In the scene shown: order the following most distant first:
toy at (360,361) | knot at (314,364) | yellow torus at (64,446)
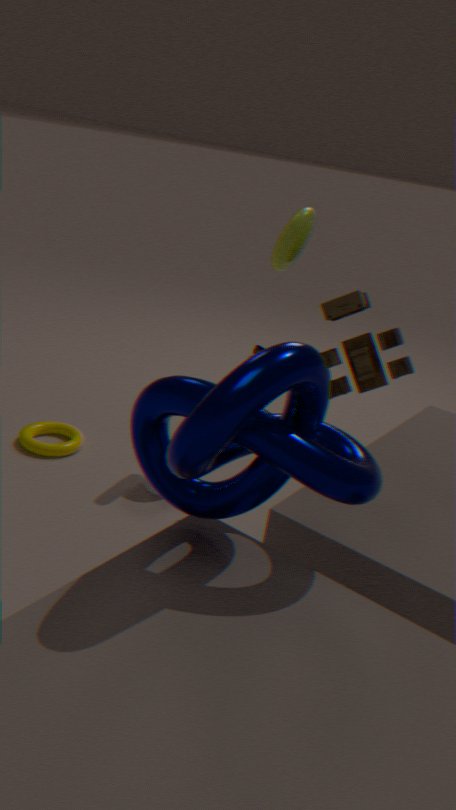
1. yellow torus at (64,446)
2. toy at (360,361)
3. knot at (314,364)
